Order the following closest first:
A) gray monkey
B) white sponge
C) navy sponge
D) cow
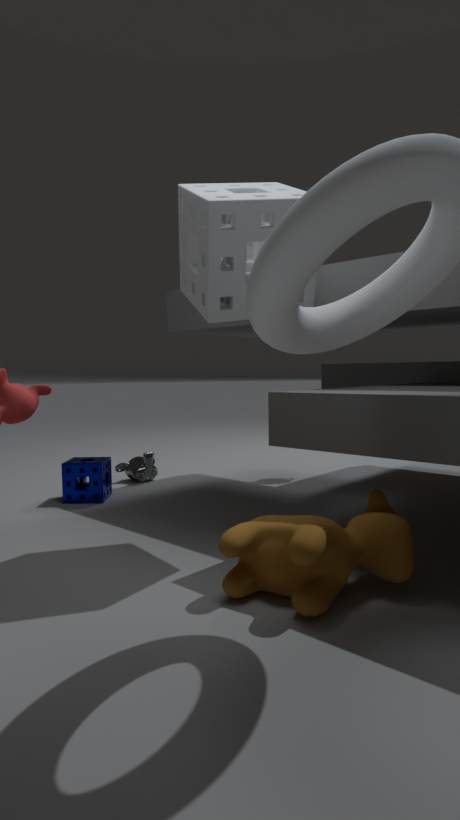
cow, white sponge, navy sponge, gray monkey
